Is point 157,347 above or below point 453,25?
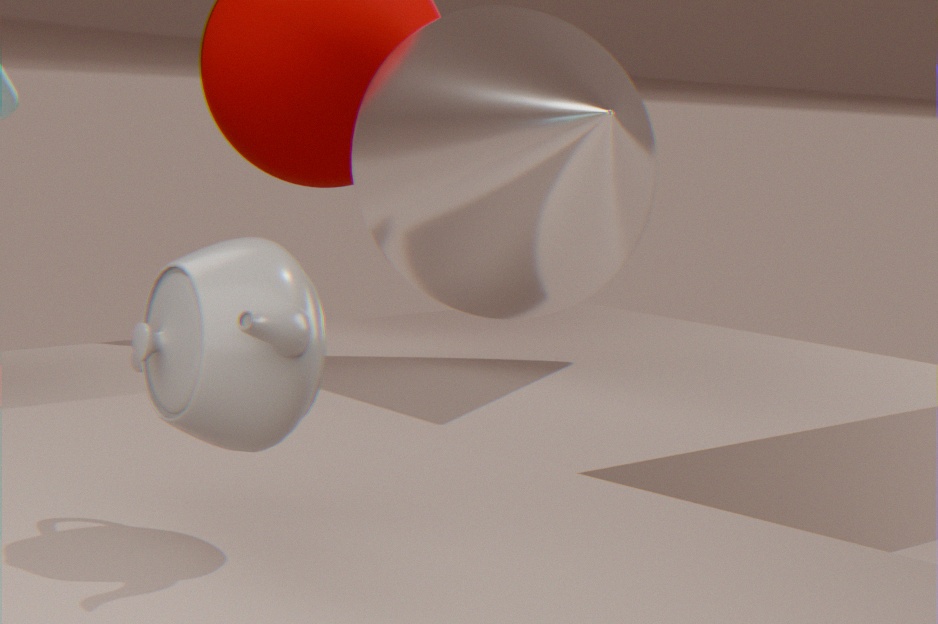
below
